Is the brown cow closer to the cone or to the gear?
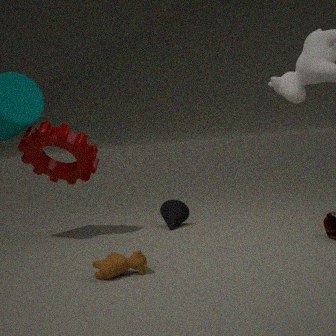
the cone
